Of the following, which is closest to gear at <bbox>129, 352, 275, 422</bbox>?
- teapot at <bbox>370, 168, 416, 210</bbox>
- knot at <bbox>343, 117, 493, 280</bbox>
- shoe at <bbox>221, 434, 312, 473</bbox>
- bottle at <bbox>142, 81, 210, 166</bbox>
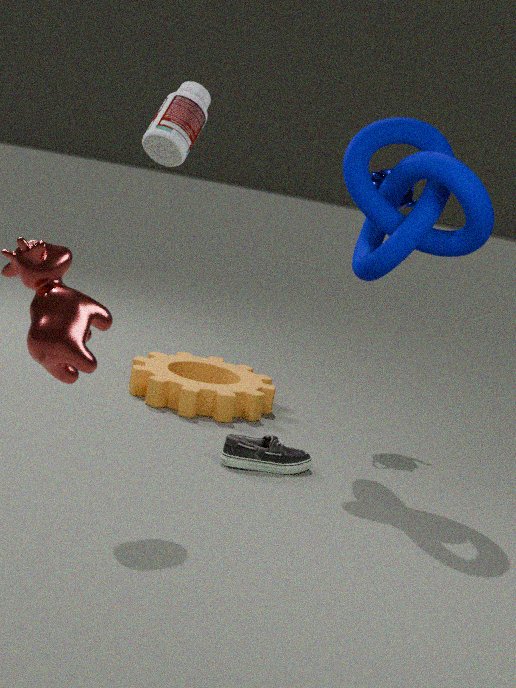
shoe at <bbox>221, 434, 312, 473</bbox>
